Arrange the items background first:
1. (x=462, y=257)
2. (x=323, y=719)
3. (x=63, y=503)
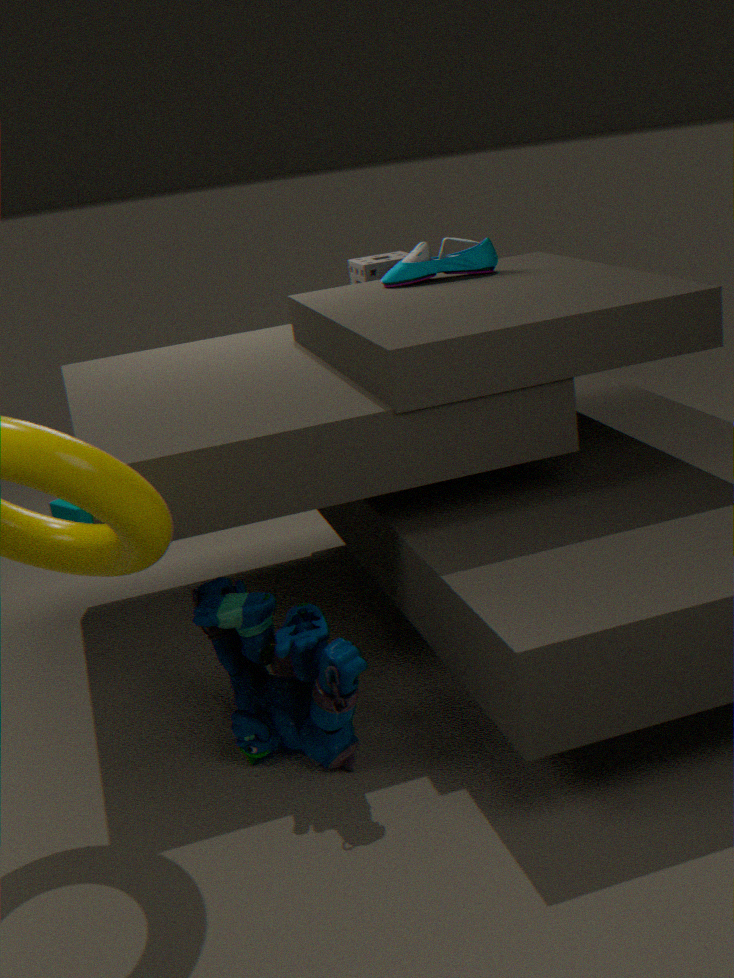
(x=63, y=503) < (x=462, y=257) < (x=323, y=719)
